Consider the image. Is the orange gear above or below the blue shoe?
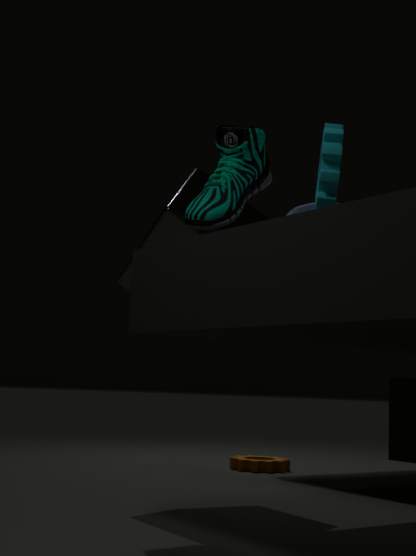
below
